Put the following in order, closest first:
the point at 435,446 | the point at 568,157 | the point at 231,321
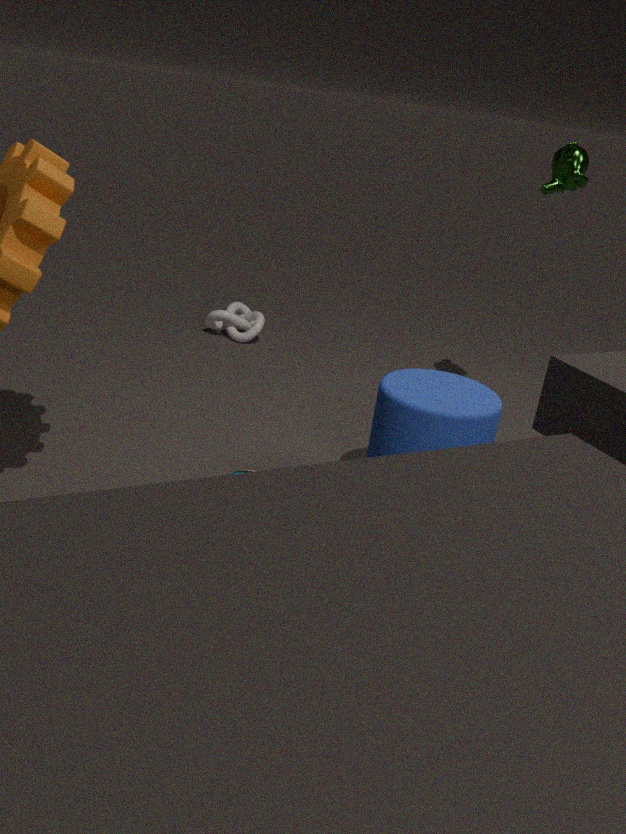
the point at 435,446 < the point at 568,157 < the point at 231,321
